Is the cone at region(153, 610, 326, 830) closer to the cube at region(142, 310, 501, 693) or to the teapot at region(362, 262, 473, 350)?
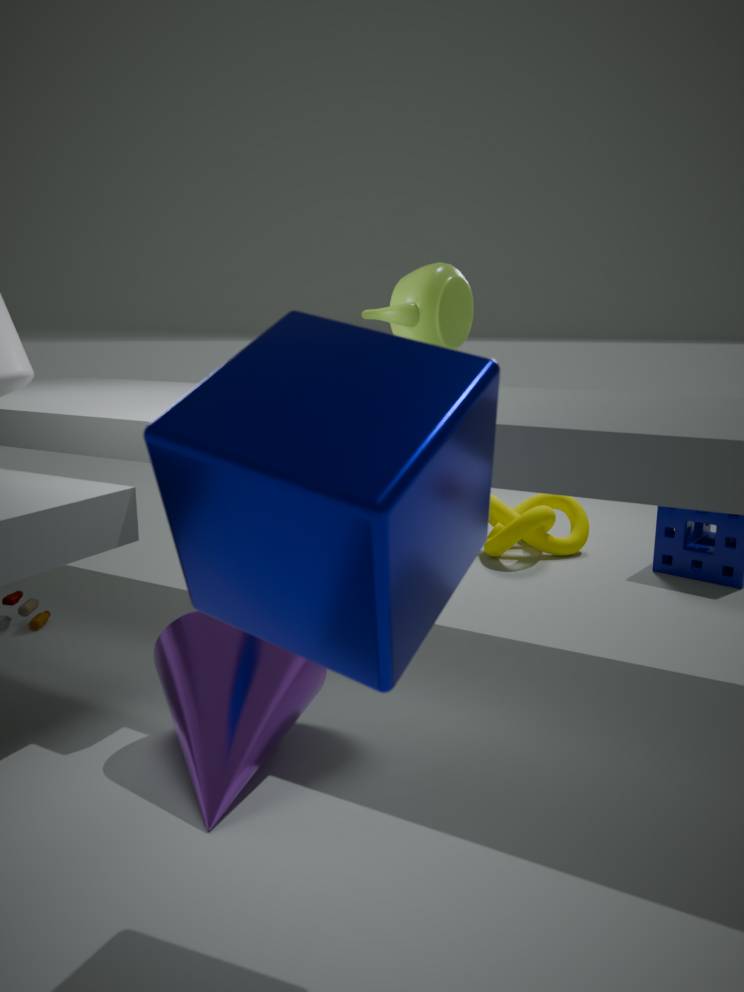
the cube at region(142, 310, 501, 693)
